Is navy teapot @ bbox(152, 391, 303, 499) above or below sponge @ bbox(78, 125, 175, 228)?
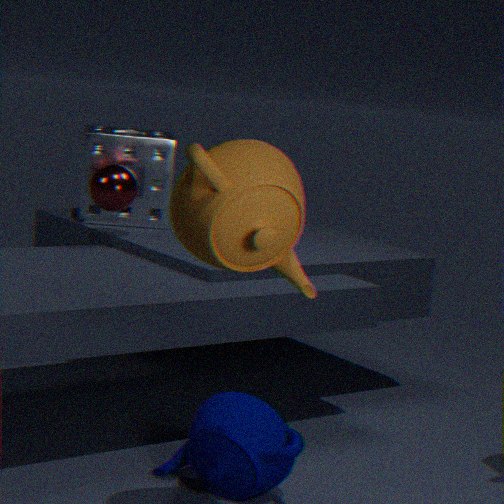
below
